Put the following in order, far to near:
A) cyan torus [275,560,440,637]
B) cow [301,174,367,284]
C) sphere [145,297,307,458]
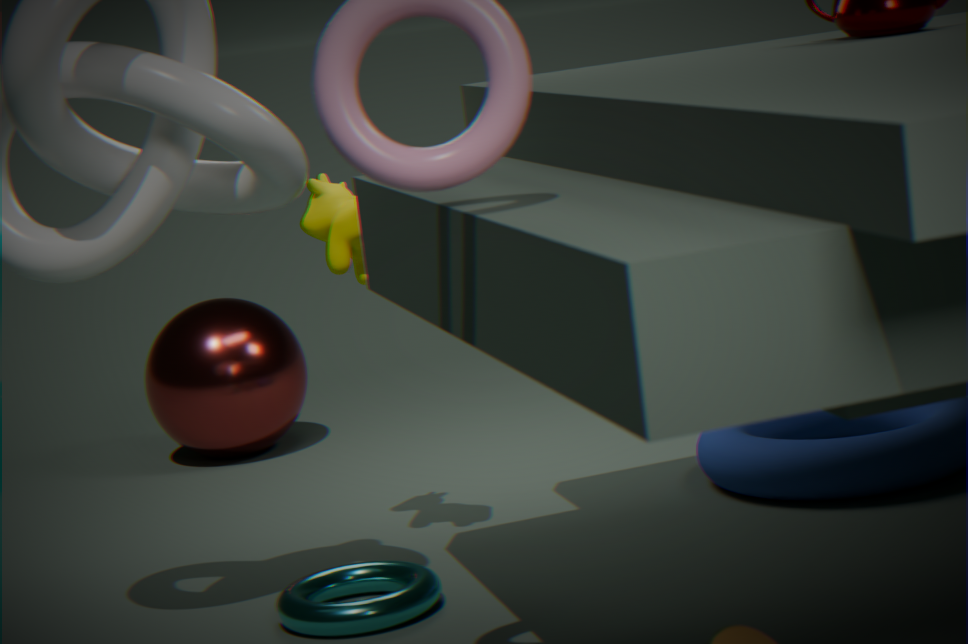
sphere [145,297,307,458], cow [301,174,367,284], cyan torus [275,560,440,637]
